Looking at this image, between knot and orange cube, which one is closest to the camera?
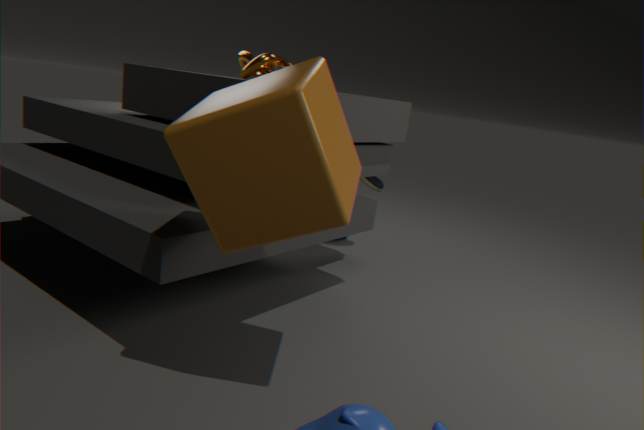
orange cube
